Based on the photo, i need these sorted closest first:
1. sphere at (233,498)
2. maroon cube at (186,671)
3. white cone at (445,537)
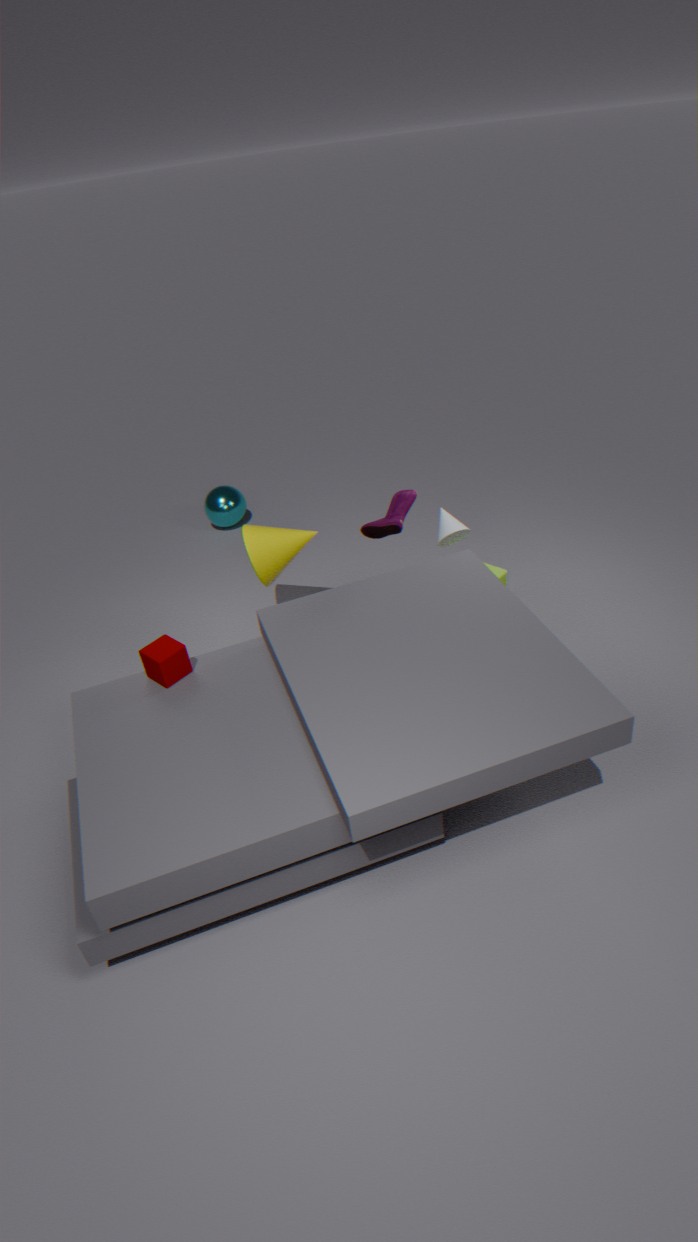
1. maroon cube at (186,671)
2. white cone at (445,537)
3. sphere at (233,498)
